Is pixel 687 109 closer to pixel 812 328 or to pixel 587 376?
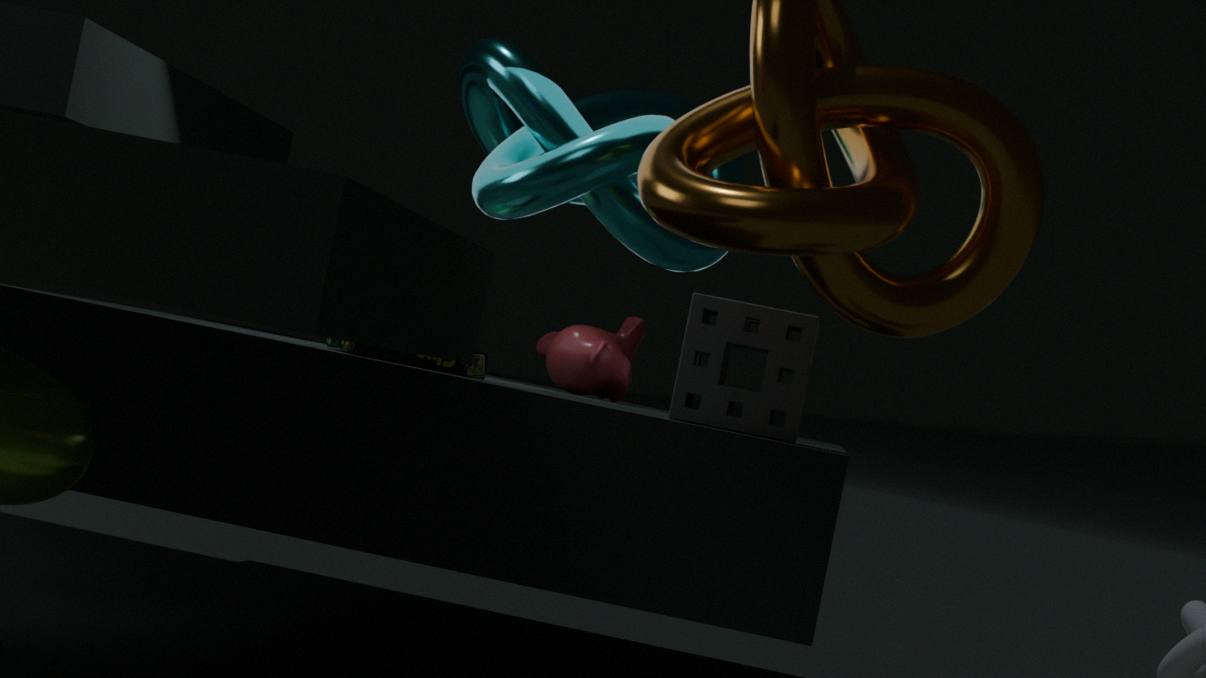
pixel 587 376
